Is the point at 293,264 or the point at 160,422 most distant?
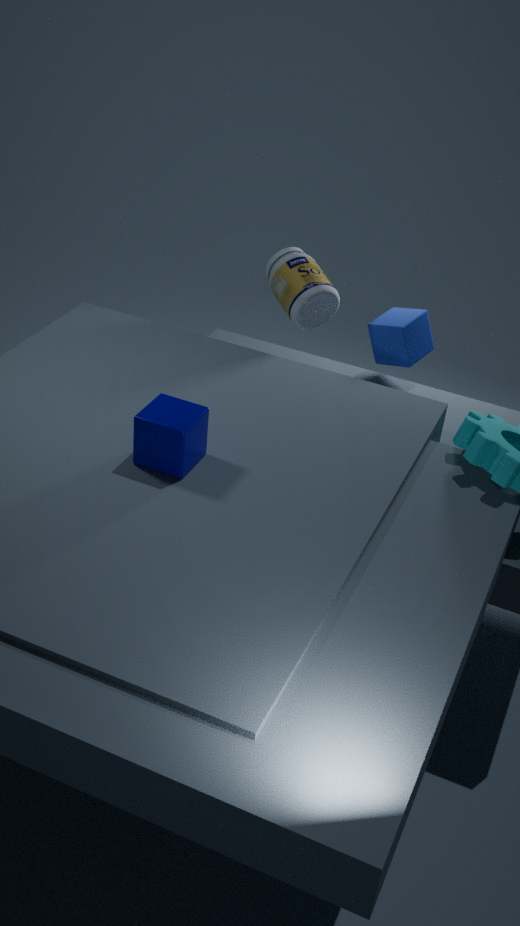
the point at 293,264
